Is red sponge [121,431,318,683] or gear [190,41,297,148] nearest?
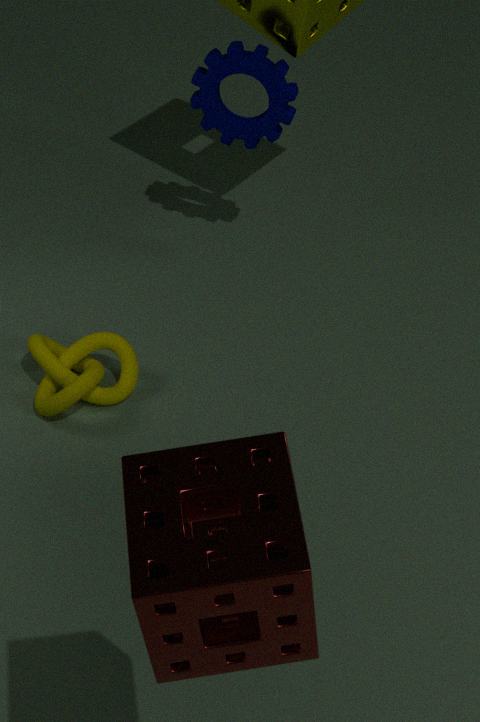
red sponge [121,431,318,683]
